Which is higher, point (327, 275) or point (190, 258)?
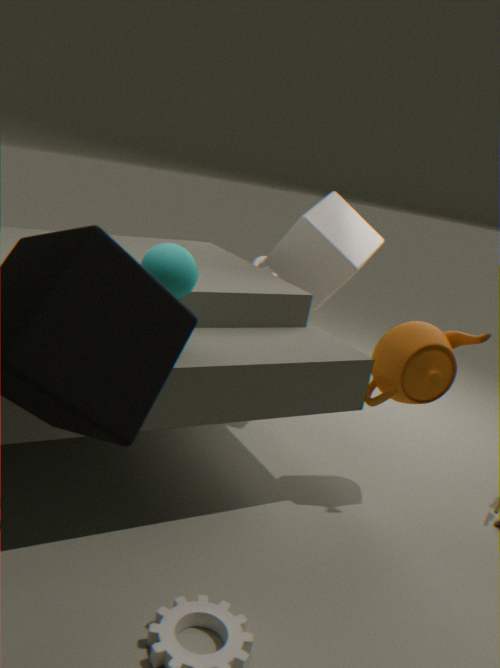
point (190, 258)
